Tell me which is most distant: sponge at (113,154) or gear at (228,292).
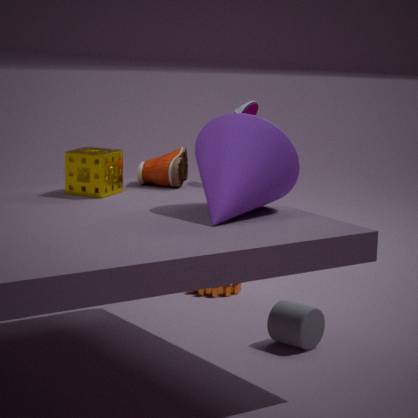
gear at (228,292)
